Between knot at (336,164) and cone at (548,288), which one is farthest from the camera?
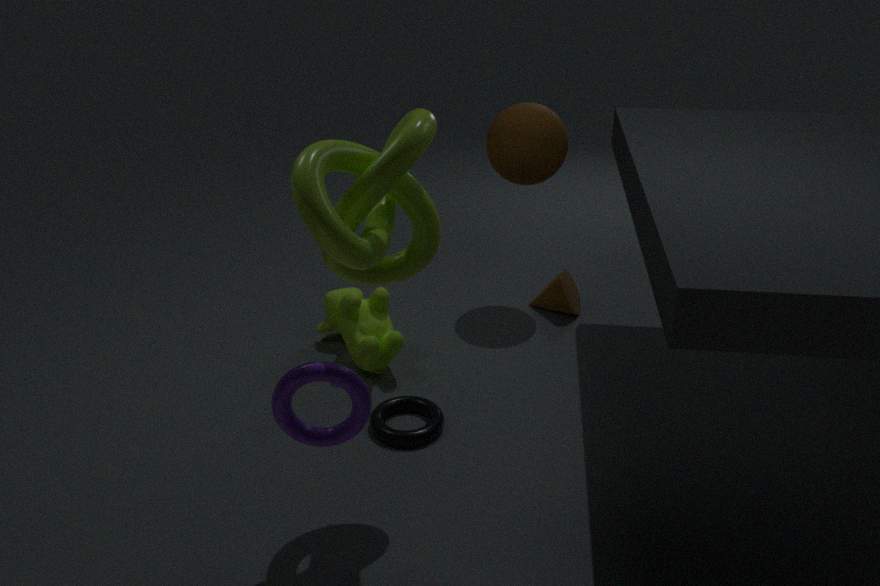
cone at (548,288)
